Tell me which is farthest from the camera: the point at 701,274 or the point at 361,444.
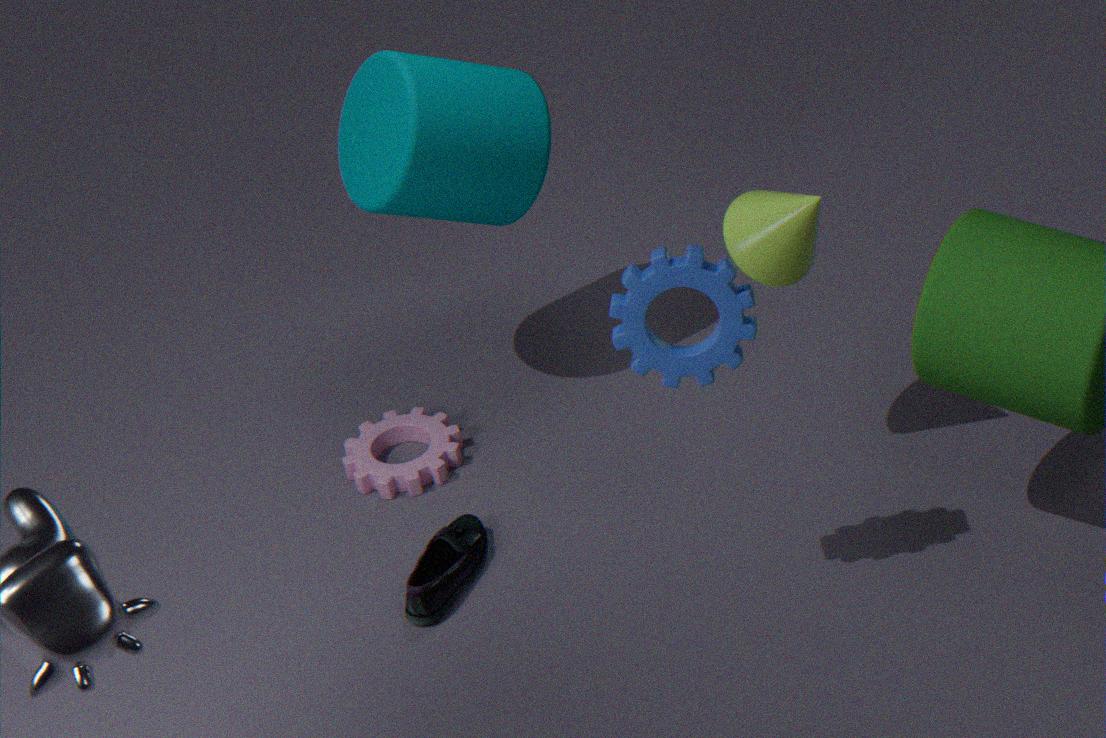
the point at 361,444
